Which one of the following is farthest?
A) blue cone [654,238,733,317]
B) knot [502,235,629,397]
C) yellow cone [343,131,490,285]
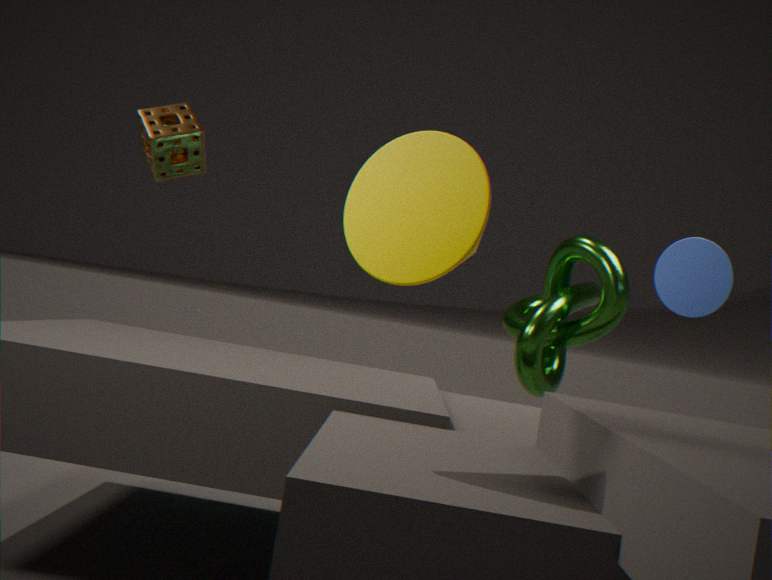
knot [502,235,629,397]
